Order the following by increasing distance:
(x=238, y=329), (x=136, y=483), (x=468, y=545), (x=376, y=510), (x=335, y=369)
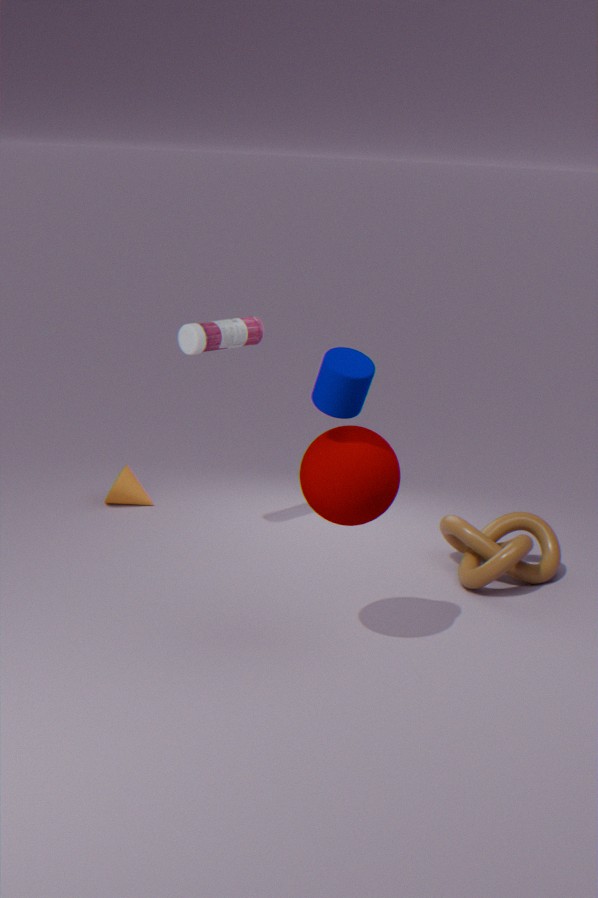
(x=335, y=369), (x=376, y=510), (x=468, y=545), (x=238, y=329), (x=136, y=483)
